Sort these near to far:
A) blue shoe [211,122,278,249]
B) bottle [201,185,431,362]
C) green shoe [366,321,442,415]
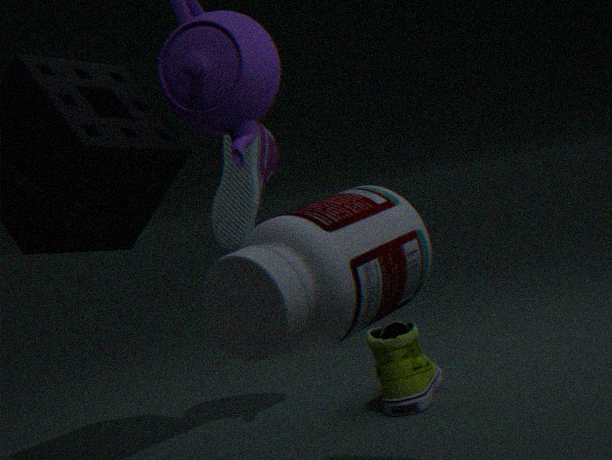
bottle [201,185,431,362] < green shoe [366,321,442,415] < blue shoe [211,122,278,249]
